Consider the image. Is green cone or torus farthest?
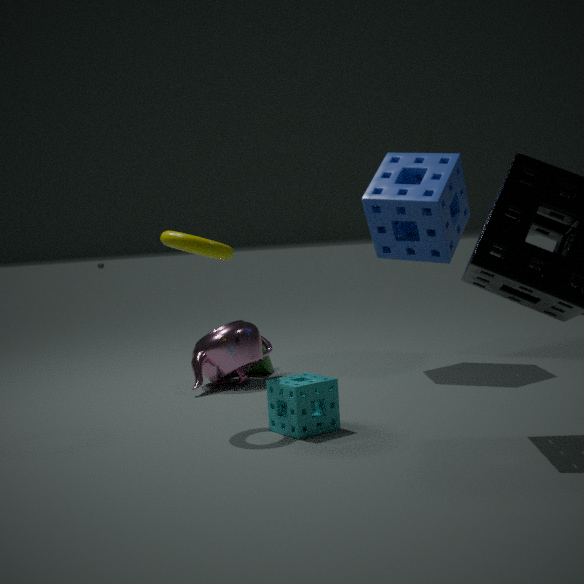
green cone
